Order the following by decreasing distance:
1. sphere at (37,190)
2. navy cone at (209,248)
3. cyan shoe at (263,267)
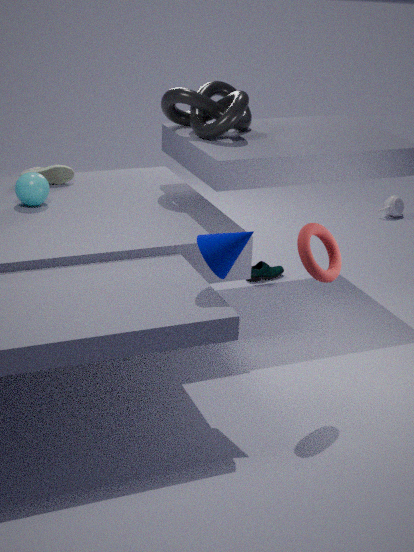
cyan shoe at (263,267) → sphere at (37,190) → navy cone at (209,248)
